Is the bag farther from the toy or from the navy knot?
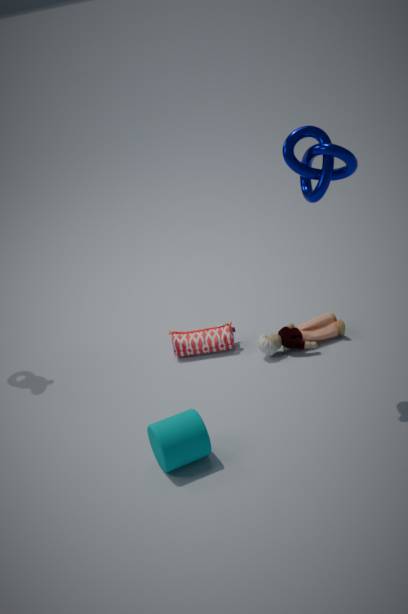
the navy knot
